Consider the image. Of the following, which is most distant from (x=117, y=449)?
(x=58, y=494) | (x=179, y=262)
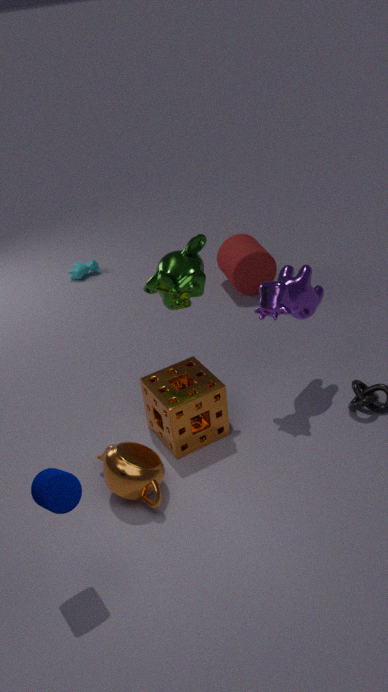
(x=179, y=262)
